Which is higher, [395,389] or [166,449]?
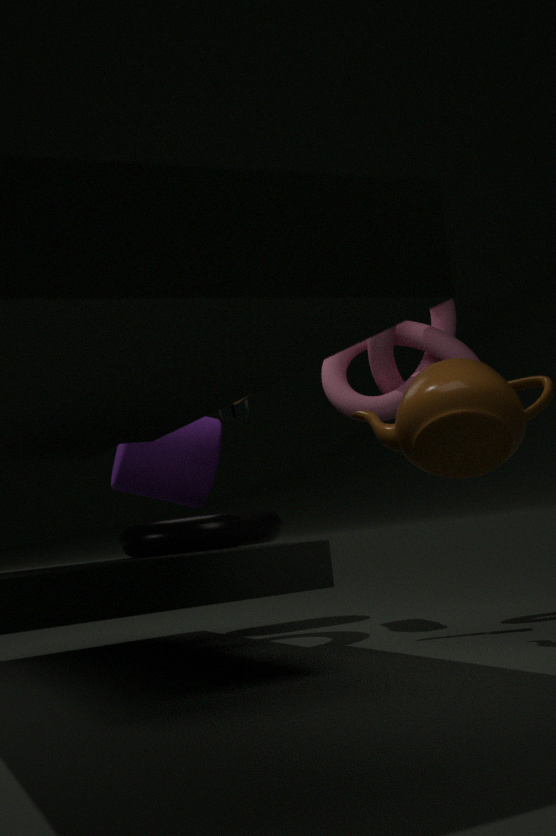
[395,389]
